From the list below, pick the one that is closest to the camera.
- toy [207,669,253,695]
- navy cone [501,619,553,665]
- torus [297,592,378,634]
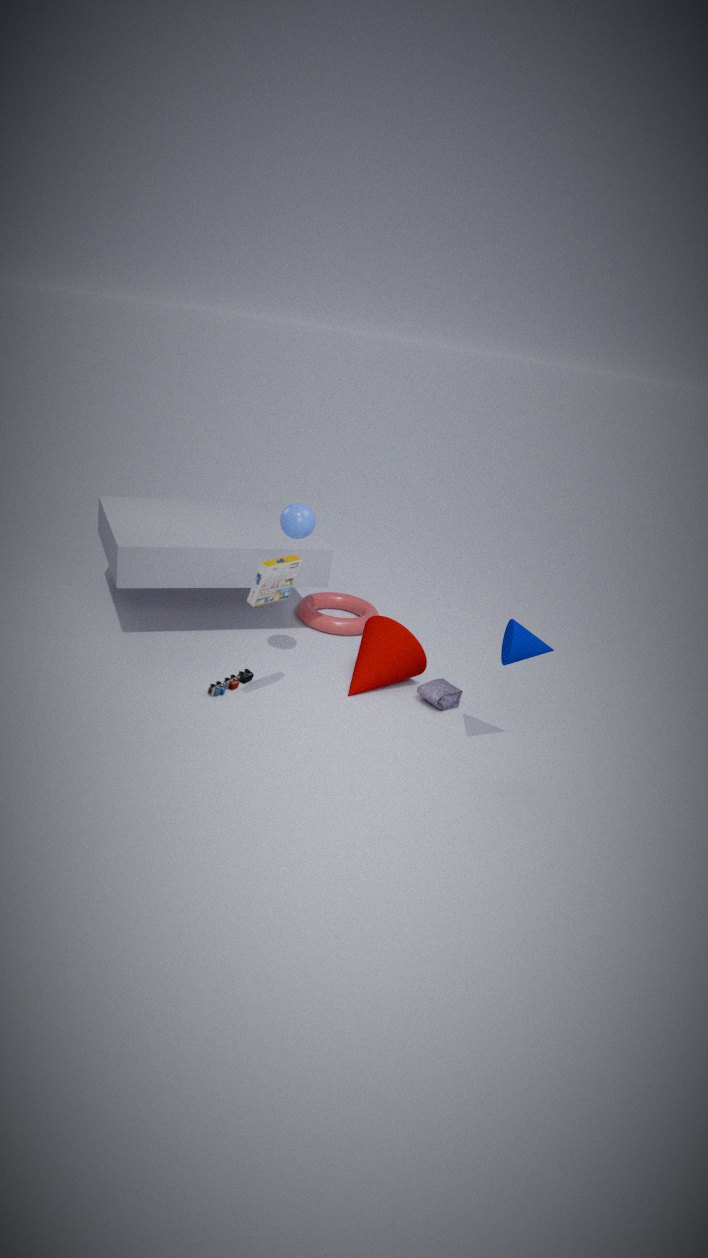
navy cone [501,619,553,665]
